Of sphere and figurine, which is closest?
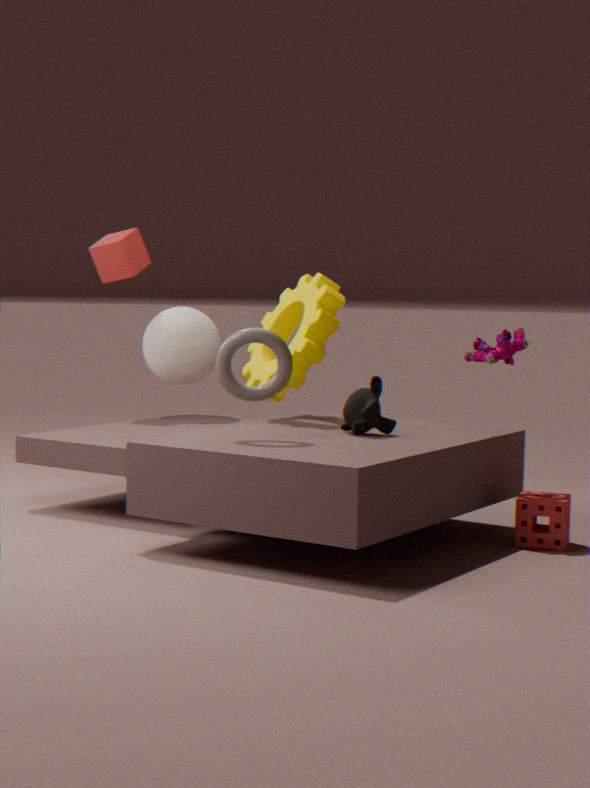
figurine
